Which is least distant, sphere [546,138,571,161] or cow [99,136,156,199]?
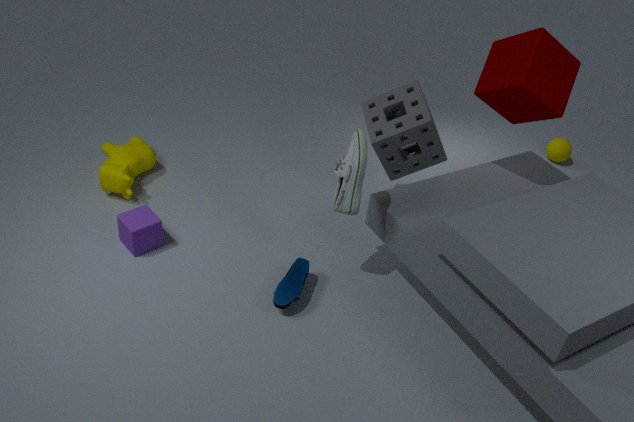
cow [99,136,156,199]
